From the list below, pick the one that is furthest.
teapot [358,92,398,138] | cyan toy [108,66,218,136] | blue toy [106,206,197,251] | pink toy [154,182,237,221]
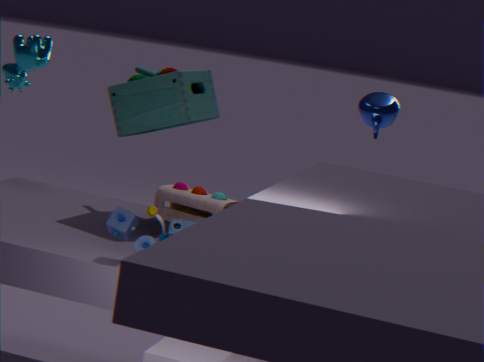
teapot [358,92,398,138]
